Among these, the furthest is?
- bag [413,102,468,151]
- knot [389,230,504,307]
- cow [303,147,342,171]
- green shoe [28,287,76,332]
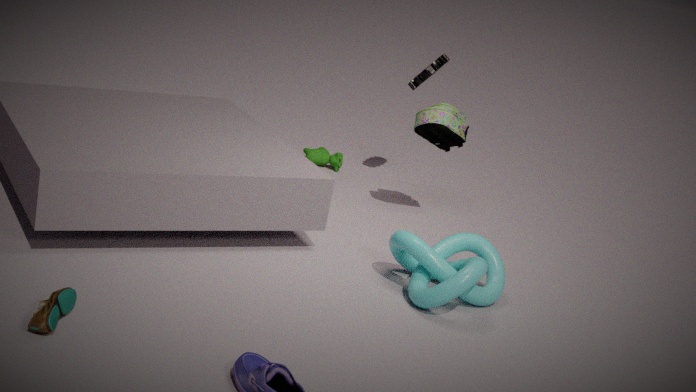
cow [303,147,342,171]
